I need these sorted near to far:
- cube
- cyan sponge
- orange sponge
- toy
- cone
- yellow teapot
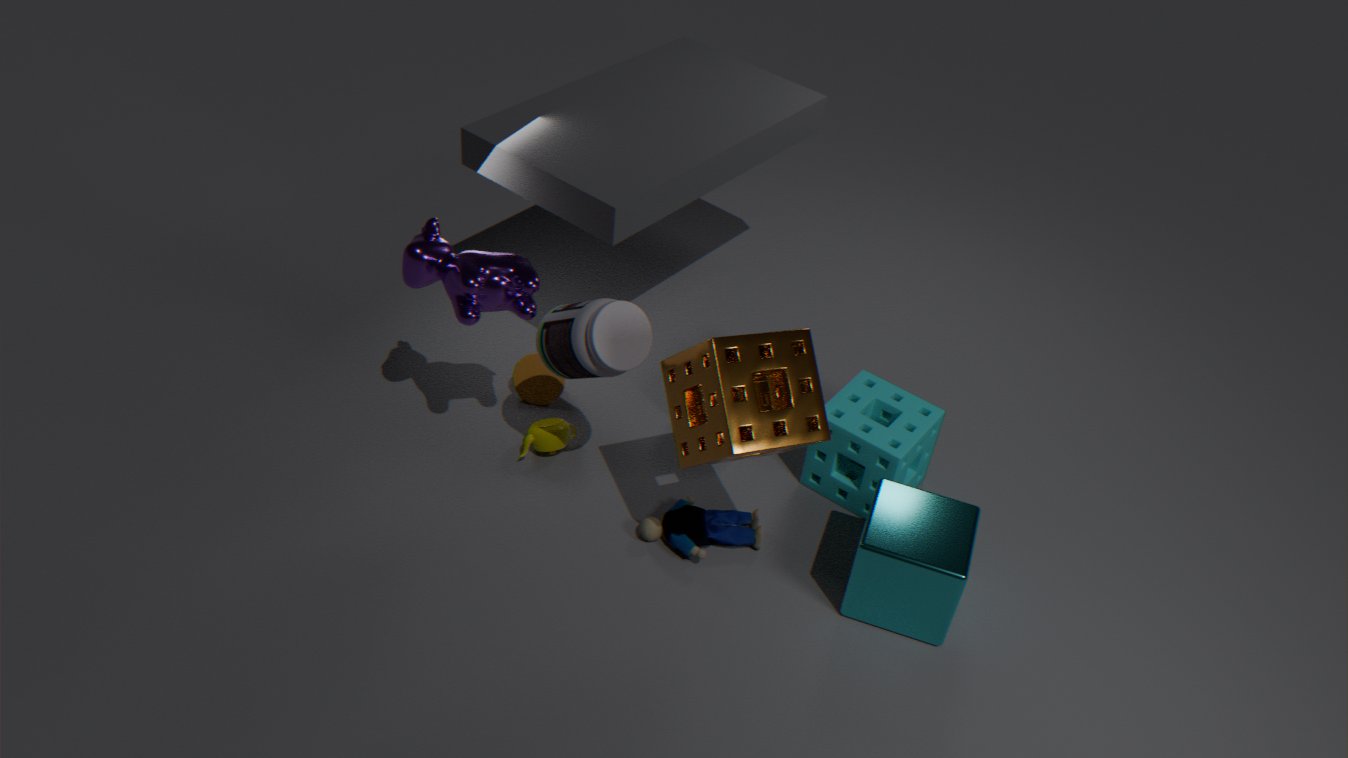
orange sponge → cube → toy → cyan sponge → yellow teapot → cone
